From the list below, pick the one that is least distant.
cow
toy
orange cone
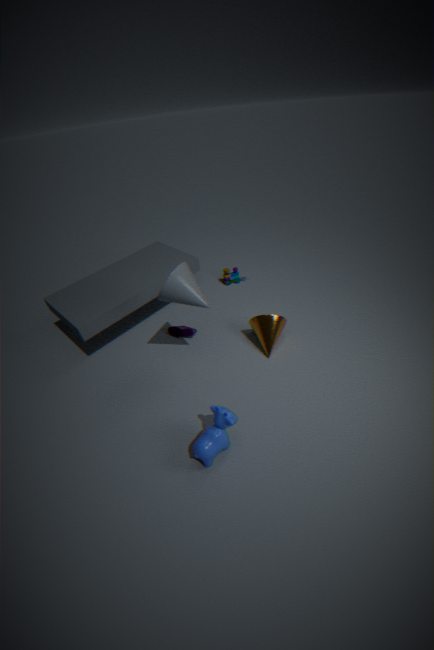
cow
